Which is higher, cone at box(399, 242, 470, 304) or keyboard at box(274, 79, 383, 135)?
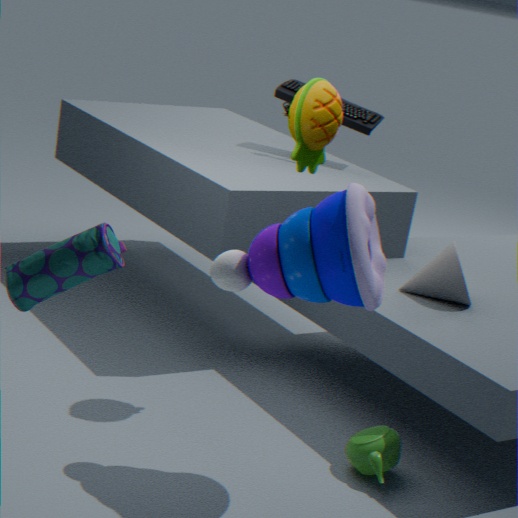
keyboard at box(274, 79, 383, 135)
